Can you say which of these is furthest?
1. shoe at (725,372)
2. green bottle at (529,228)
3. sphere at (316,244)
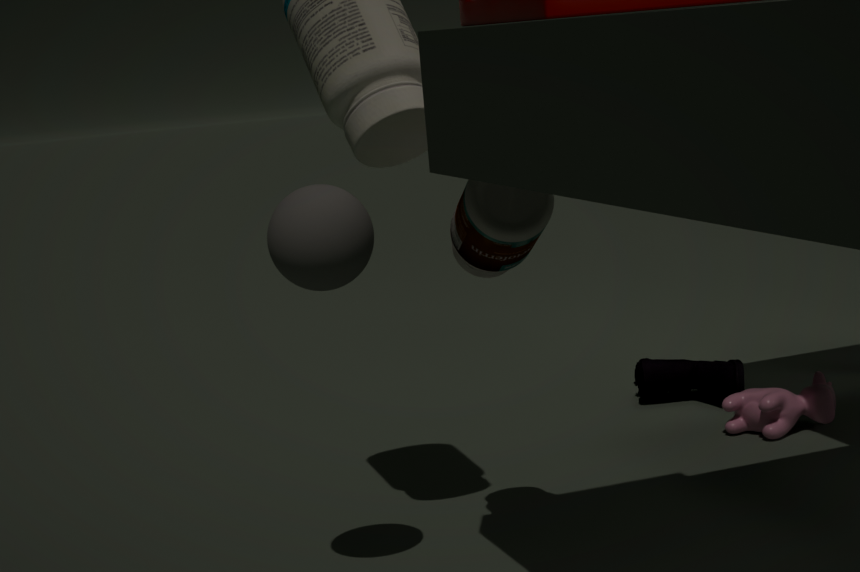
shoe at (725,372)
